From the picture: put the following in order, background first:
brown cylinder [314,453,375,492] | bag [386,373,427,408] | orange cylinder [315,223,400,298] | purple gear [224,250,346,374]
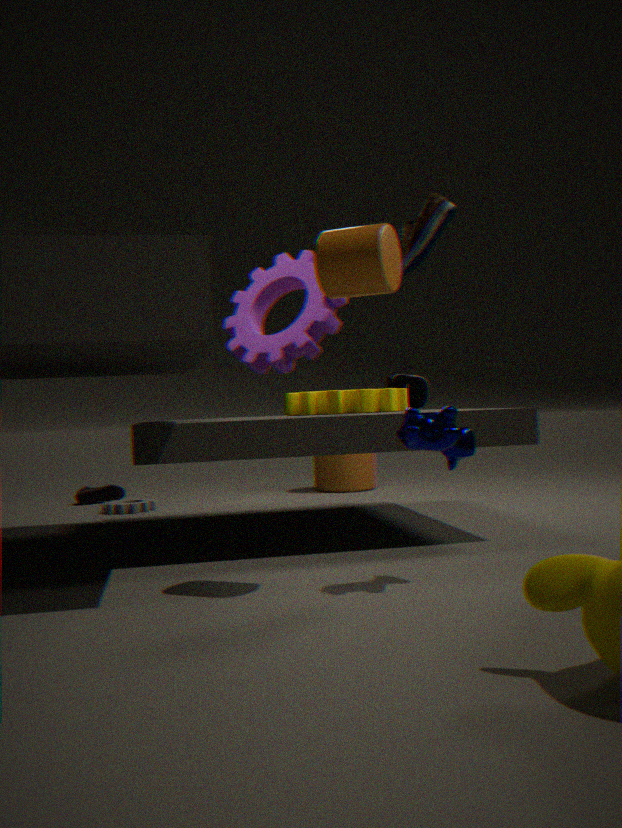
brown cylinder [314,453,375,492] < bag [386,373,427,408] < purple gear [224,250,346,374] < orange cylinder [315,223,400,298]
